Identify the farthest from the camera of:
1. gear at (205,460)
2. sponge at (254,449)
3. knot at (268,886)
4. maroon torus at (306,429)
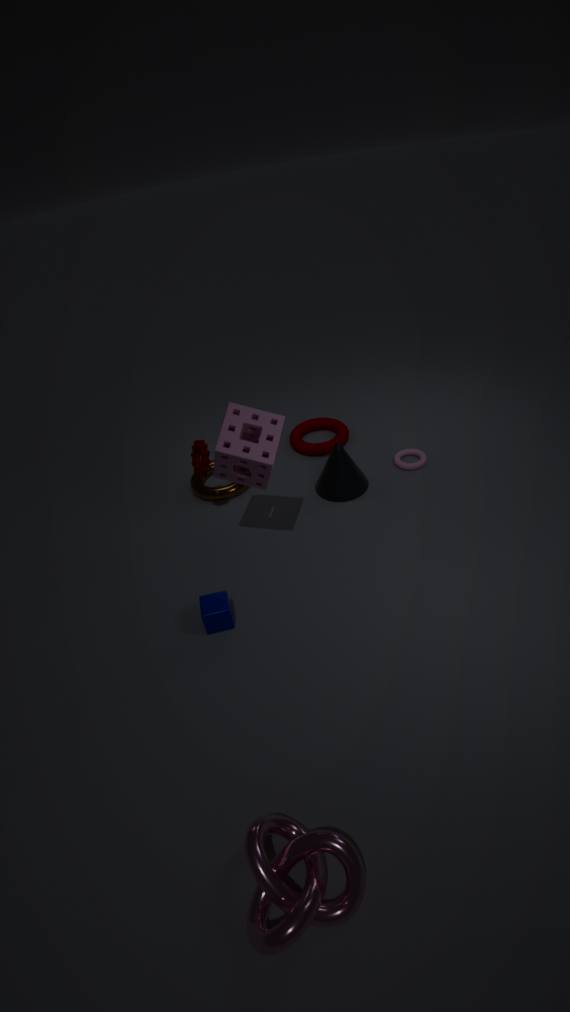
maroon torus at (306,429)
